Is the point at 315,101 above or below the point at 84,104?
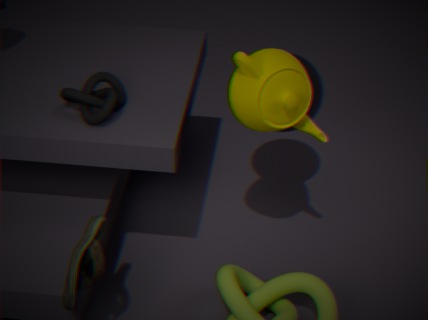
below
